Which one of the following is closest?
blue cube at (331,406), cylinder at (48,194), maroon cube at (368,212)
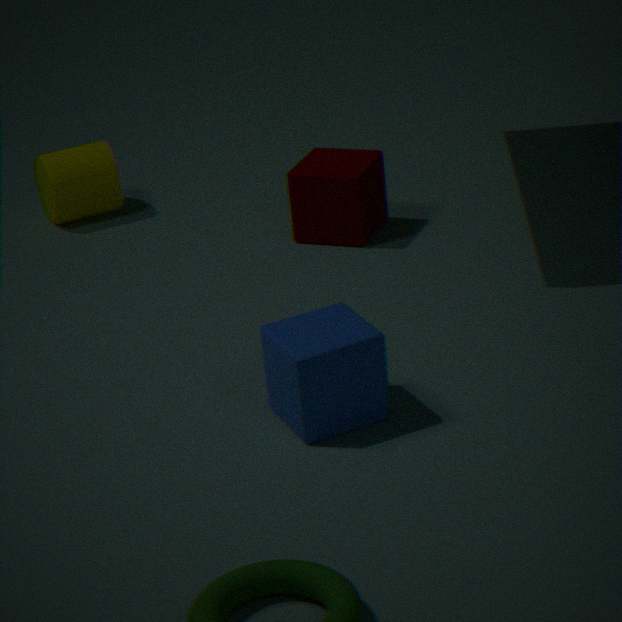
blue cube at (331,406)
